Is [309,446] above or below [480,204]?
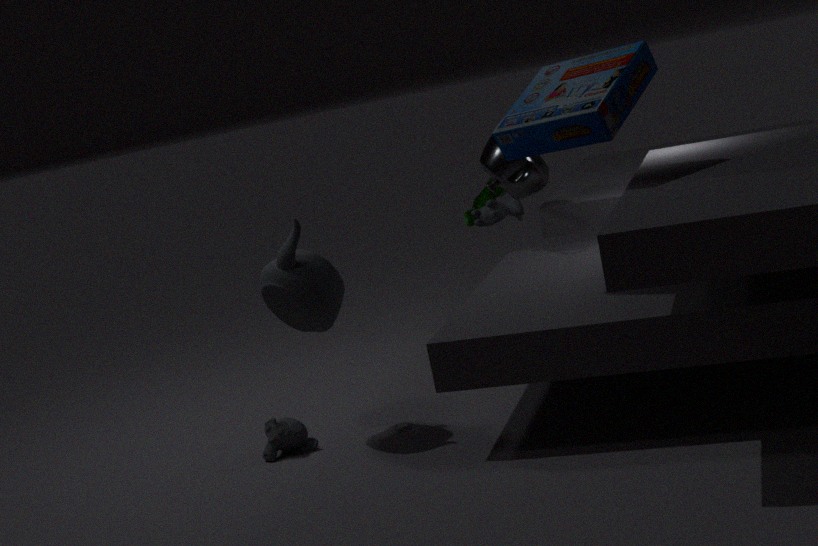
below
